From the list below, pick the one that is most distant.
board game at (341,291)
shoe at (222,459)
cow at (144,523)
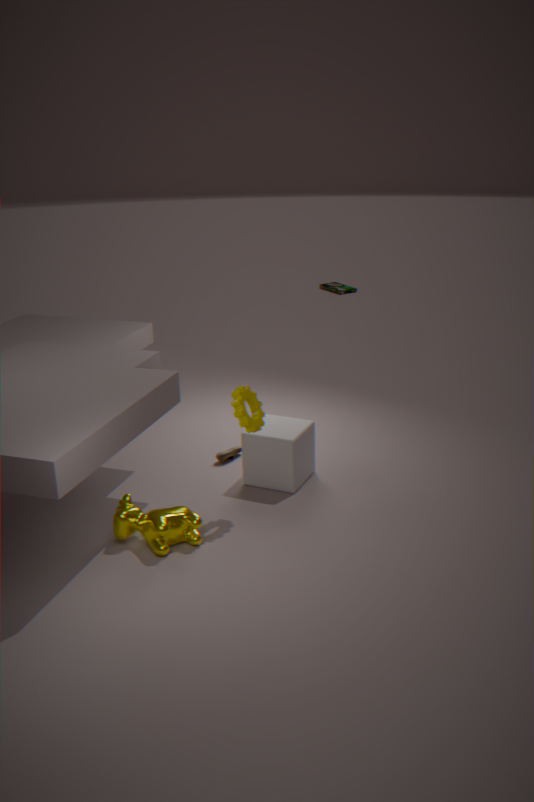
board game at (341,291)
